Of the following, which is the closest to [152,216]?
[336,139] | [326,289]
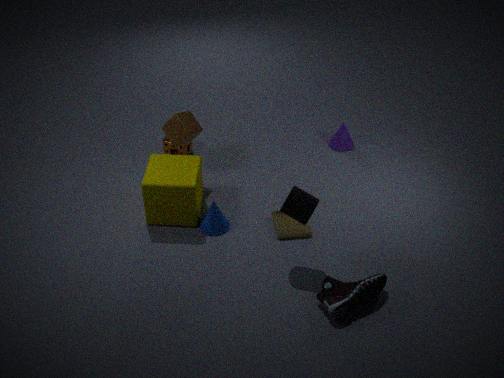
[326,289]
